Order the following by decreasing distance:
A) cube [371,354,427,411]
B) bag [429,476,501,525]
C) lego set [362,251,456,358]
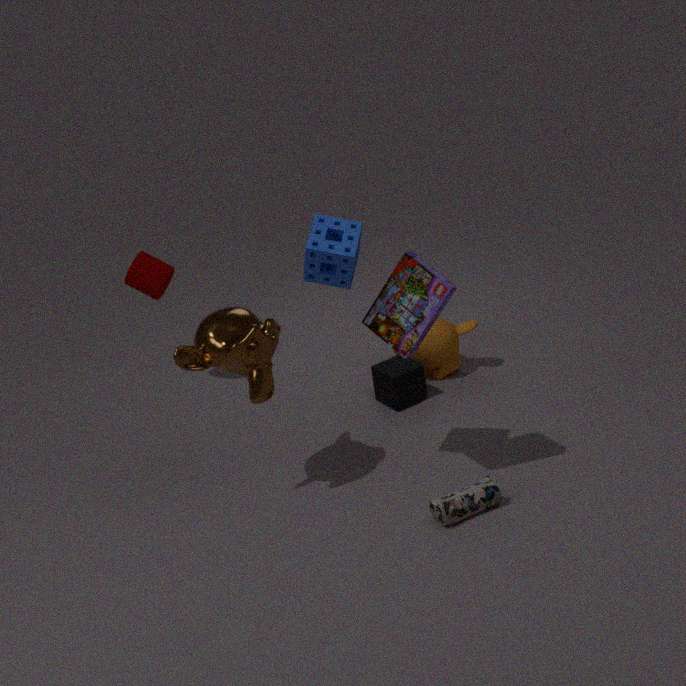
cube [371,354,427,411] → bag [429,476,501,525] → lego set [362,251,456,358]
